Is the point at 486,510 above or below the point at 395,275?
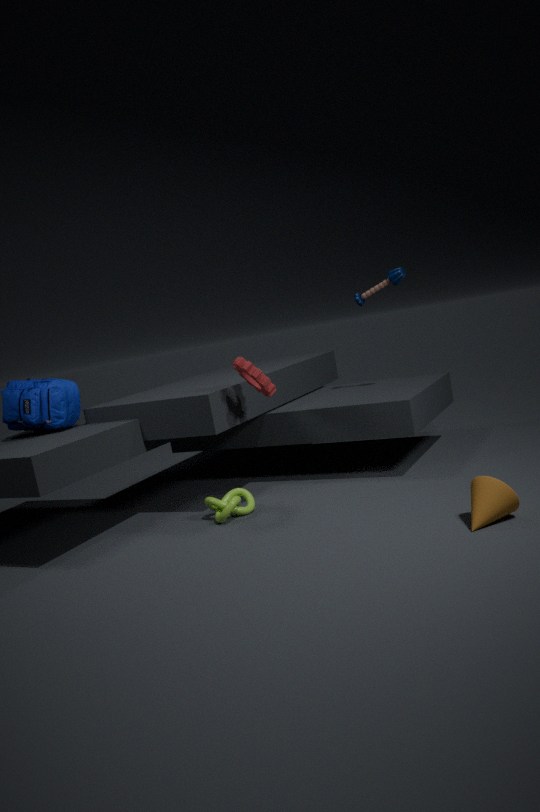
below
